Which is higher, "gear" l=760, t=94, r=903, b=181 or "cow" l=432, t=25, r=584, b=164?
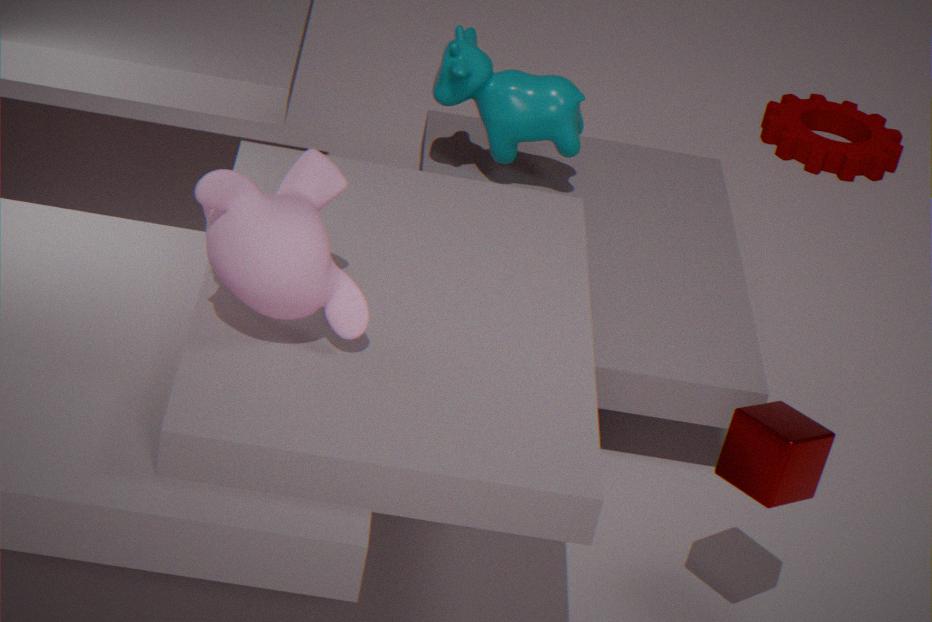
"cow" l=432, t=25, r=584, b=164
